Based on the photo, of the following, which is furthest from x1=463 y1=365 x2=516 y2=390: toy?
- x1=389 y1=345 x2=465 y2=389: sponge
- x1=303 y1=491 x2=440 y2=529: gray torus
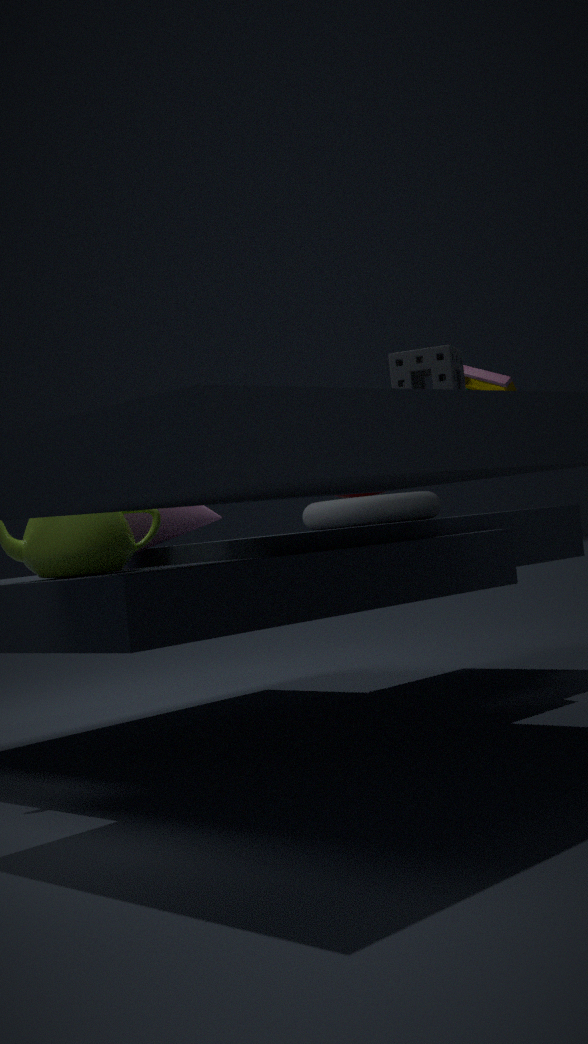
x1=303 y1=491 x2=440 y2=529: gray torus
